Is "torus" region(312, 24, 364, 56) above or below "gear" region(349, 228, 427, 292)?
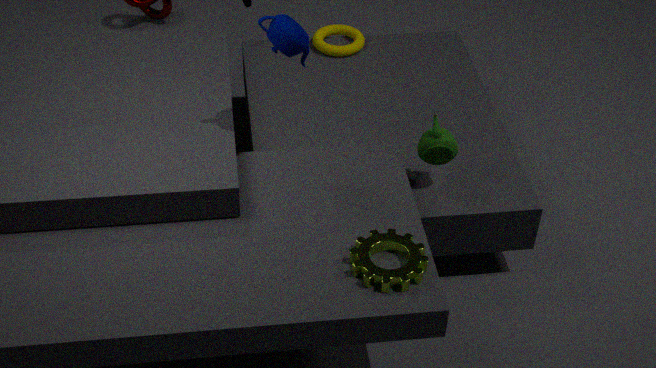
below
